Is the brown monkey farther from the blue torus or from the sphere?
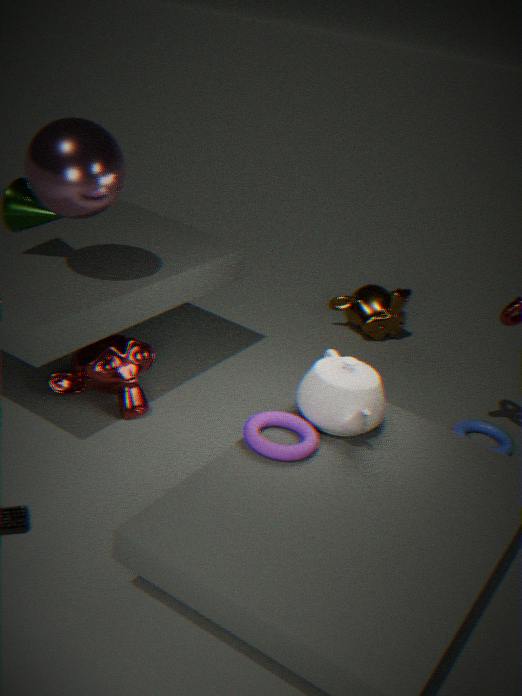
the sphere
